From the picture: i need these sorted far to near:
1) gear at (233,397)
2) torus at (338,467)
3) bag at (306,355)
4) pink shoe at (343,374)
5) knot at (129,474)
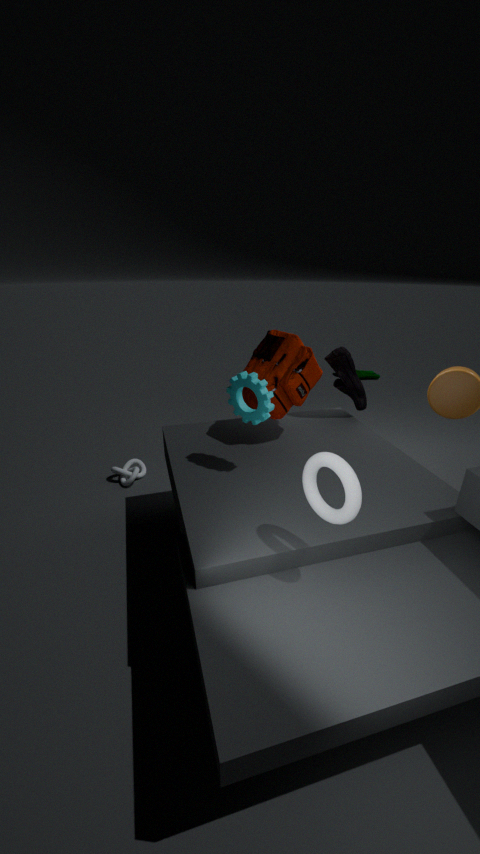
5. knot at (129,474), 4. pink shoe at (343,374), 3. bag at (306,355), 1. gear at (233,397), 2. torus at (338,467)
